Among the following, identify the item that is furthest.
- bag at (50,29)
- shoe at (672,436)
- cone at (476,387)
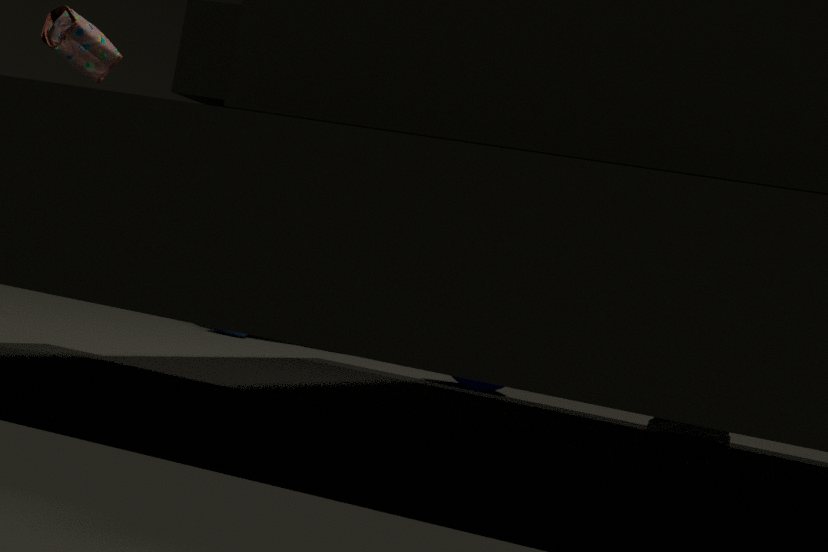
cone at (476,387)
